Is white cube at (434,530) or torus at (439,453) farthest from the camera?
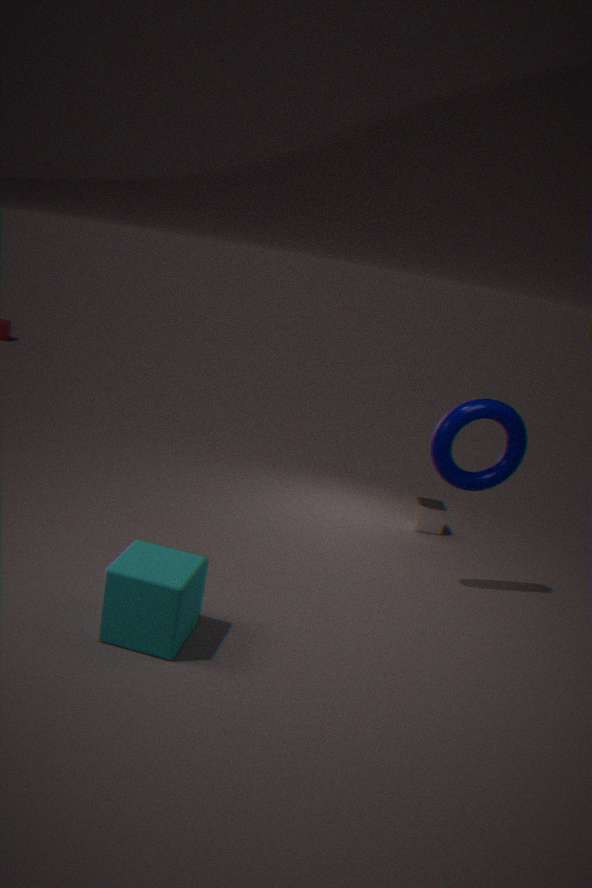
white cube at (434,530)
